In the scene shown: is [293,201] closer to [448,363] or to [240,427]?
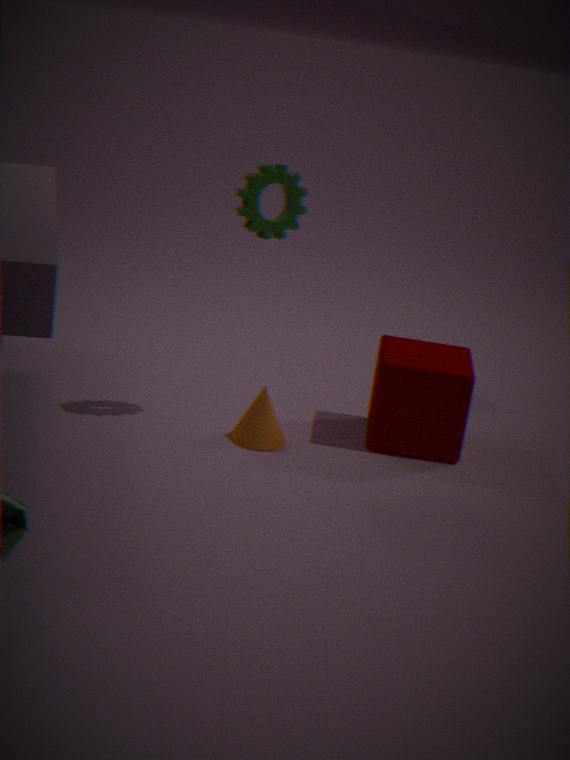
[240,427]
